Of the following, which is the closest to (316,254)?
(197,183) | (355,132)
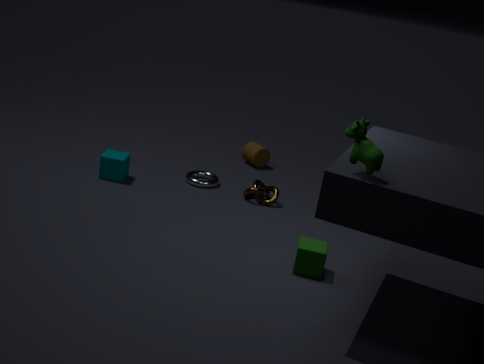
(355,132)
